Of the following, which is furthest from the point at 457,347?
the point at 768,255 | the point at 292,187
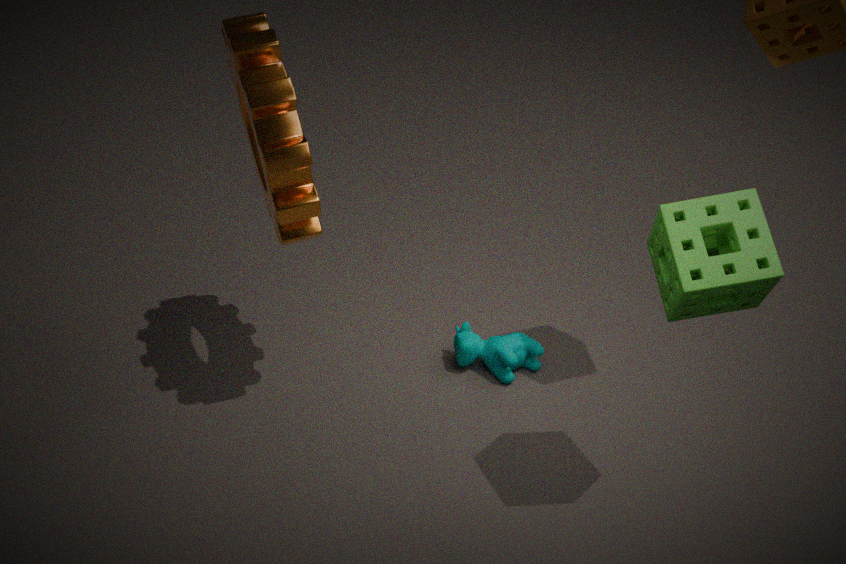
the point at 292,187
